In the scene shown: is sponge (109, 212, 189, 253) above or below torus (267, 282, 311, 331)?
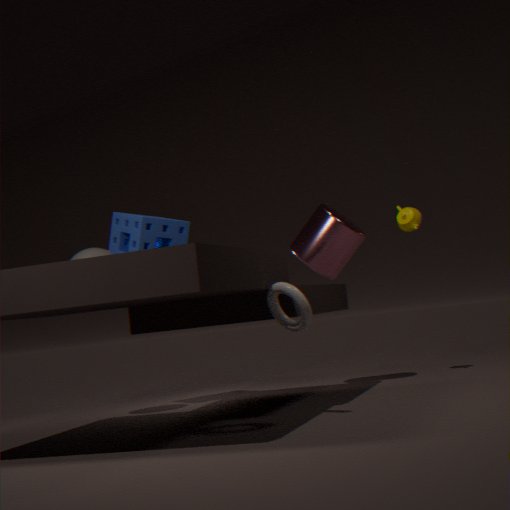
above
